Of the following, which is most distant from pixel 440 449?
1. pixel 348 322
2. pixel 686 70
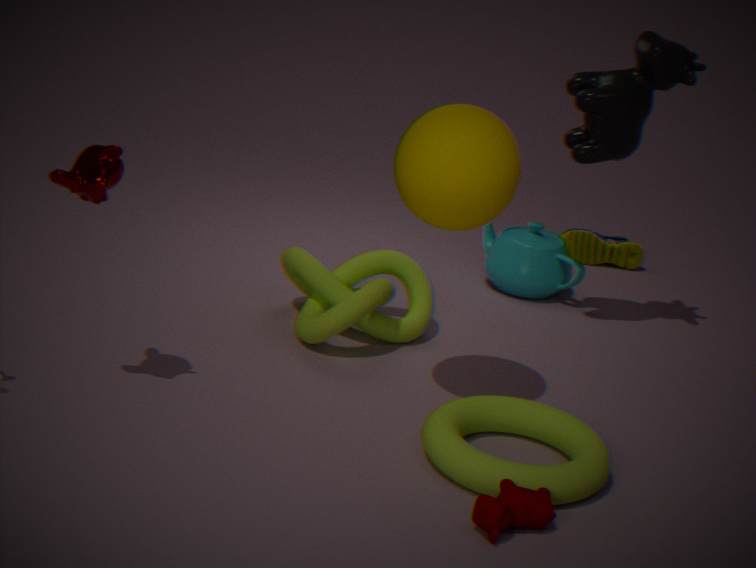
pixel 686 70
